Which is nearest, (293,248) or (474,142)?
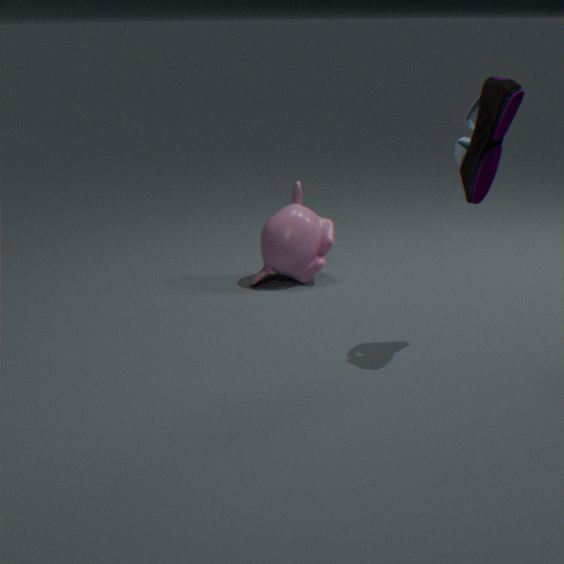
(474,142)
